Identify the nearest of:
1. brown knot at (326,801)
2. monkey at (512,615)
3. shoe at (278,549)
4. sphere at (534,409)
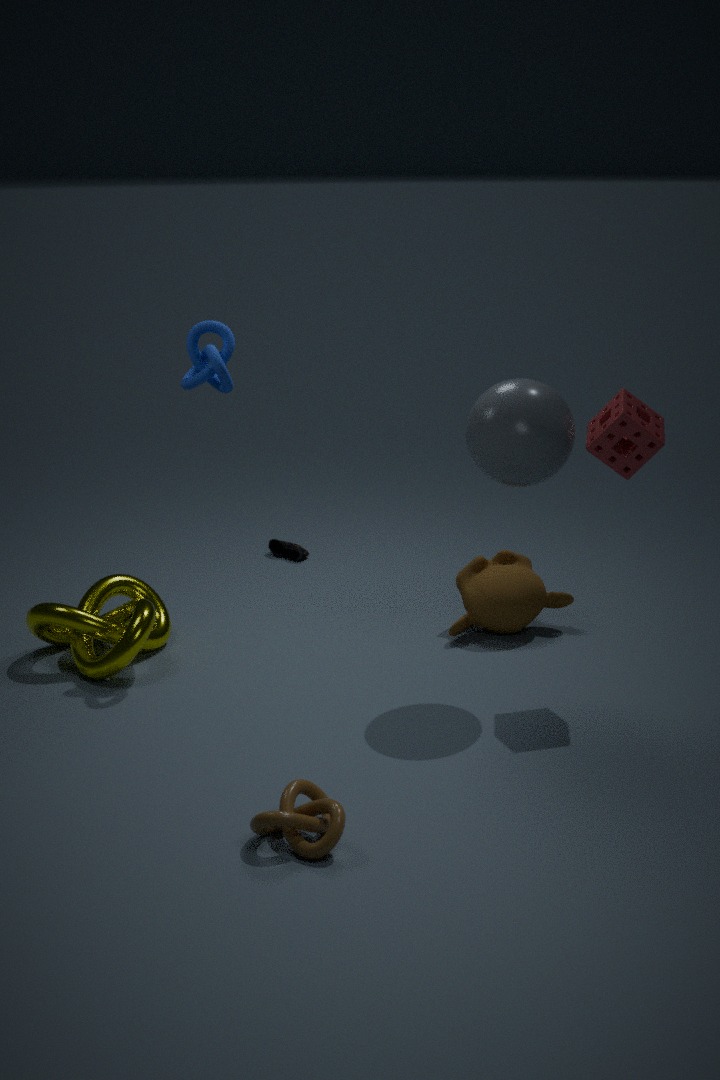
brown knot at (326,801)
